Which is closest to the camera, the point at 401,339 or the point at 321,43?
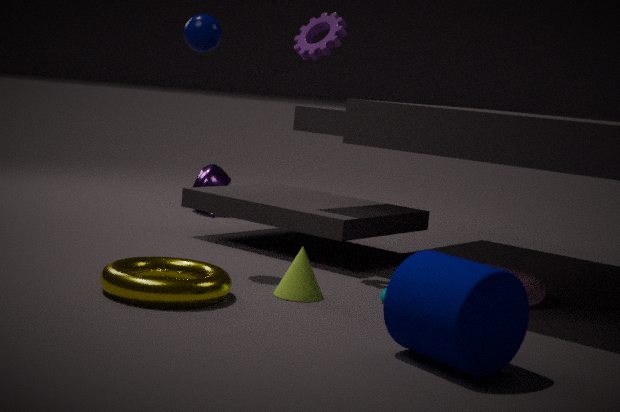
the point at 401,339
